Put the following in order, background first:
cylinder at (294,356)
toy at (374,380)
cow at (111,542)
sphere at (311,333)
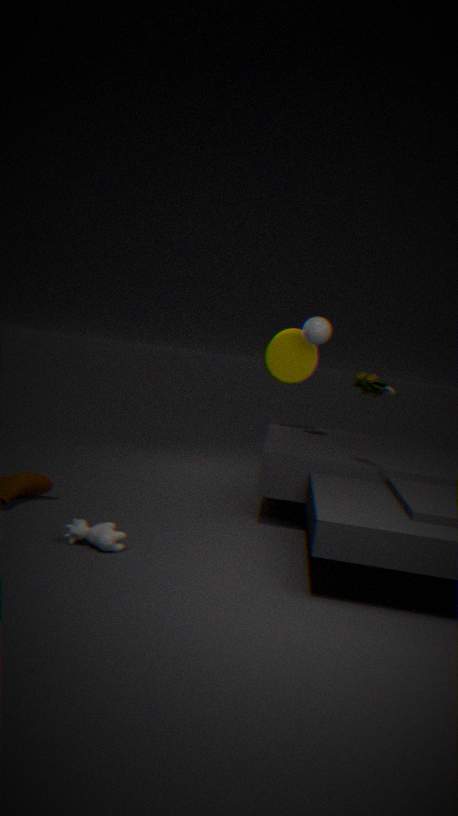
cylinder at (294,356), sphere at (311,333), toy at (374,380), cow at (111,542)
